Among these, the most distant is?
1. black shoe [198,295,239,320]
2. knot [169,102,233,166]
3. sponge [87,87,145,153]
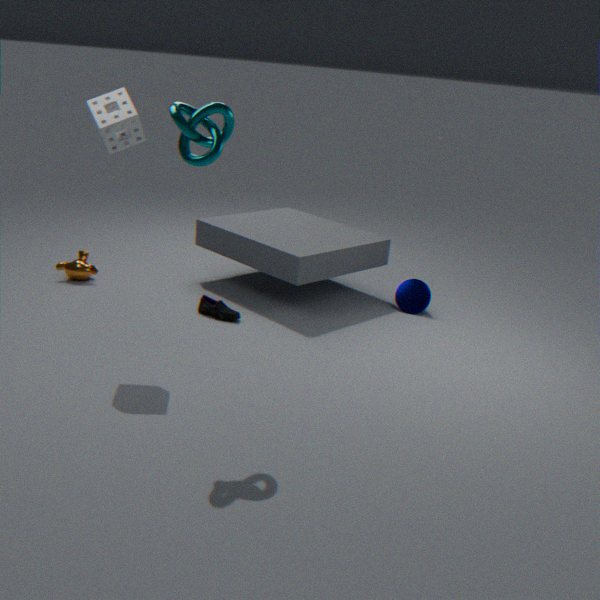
black shoe [198,295,239,320]
